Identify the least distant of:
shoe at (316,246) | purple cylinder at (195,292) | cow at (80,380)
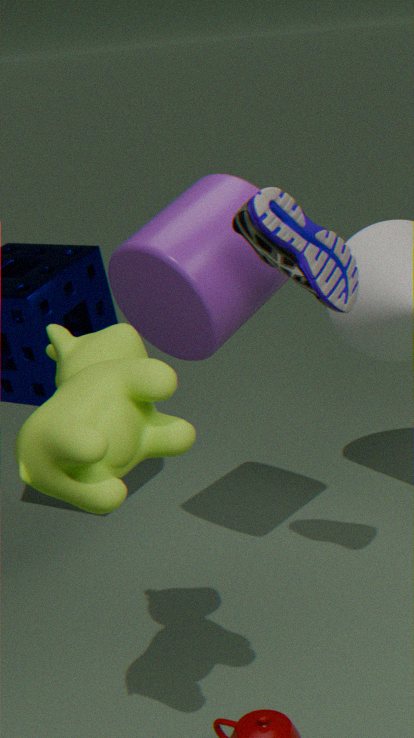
cow at (80,380)
